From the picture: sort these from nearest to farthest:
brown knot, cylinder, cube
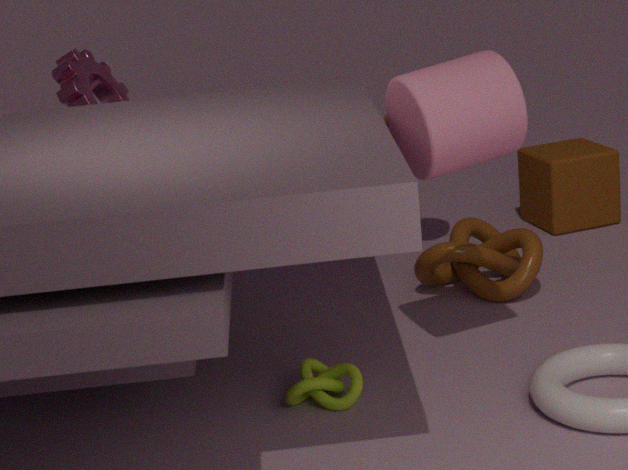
cylinder, brown knot, cube
